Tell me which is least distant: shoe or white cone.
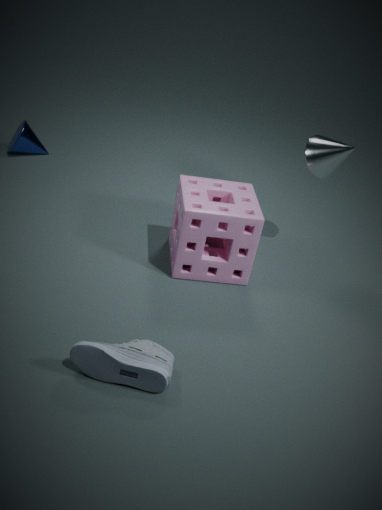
shoe
